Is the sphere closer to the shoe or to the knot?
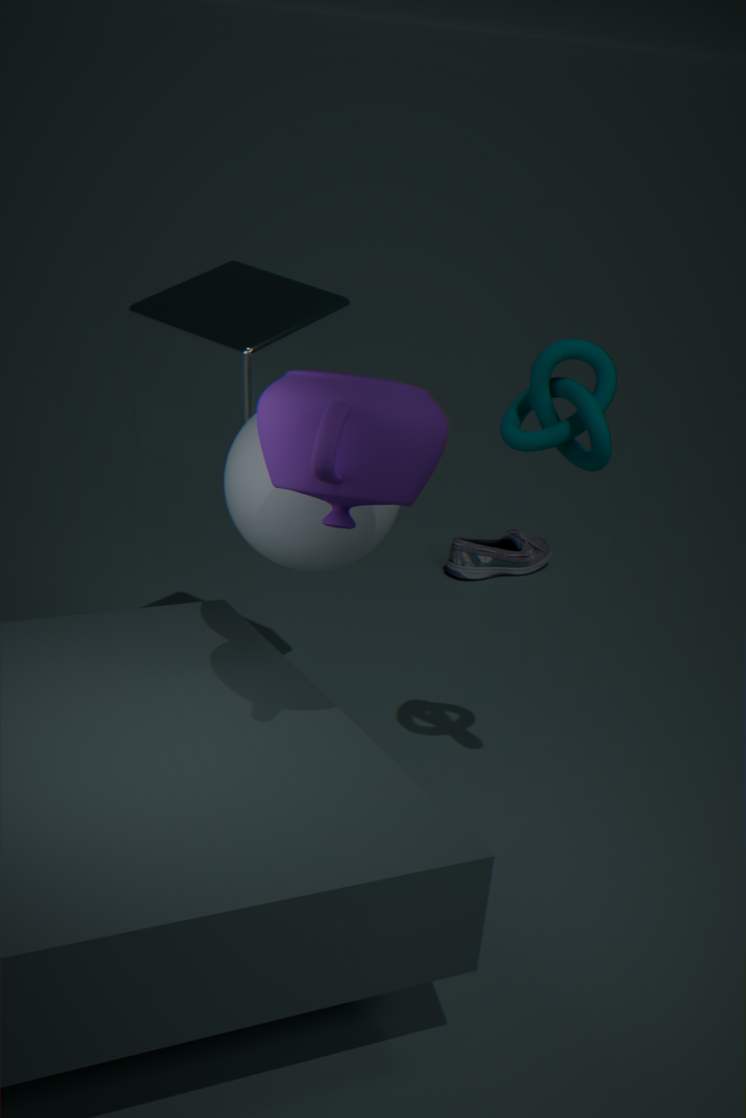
the knot
